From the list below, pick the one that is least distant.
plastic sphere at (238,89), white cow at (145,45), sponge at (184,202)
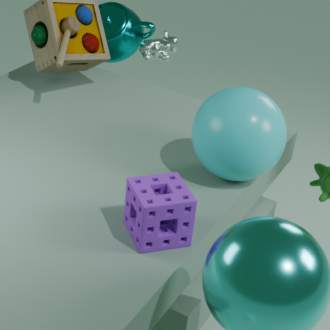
sponge at (184,202)
